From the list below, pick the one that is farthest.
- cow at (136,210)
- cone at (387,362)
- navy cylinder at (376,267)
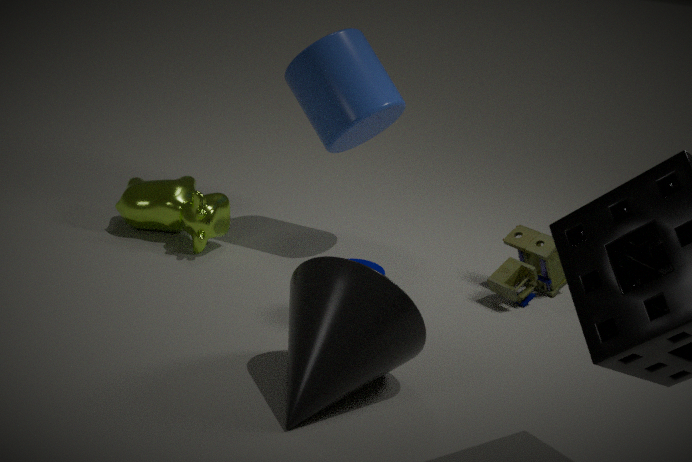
cow at (136,210)
